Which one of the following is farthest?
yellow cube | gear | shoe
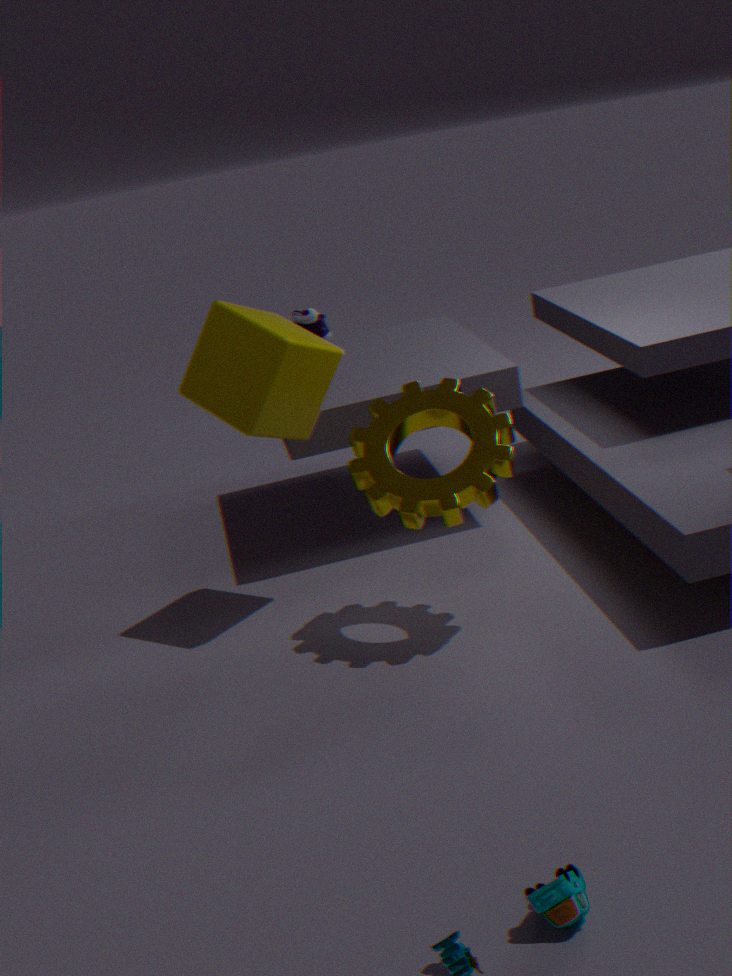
shoe
